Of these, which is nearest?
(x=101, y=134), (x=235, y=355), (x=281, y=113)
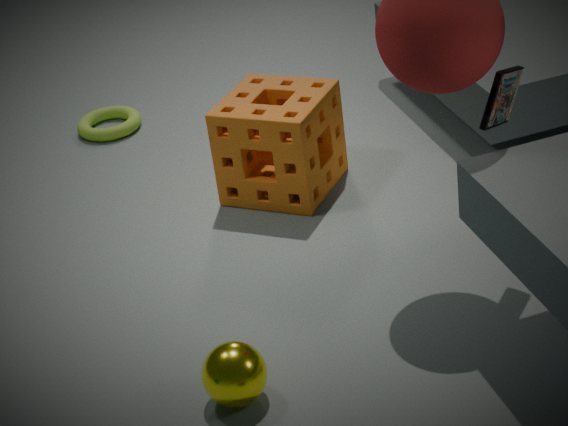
(x=235, y=355)
